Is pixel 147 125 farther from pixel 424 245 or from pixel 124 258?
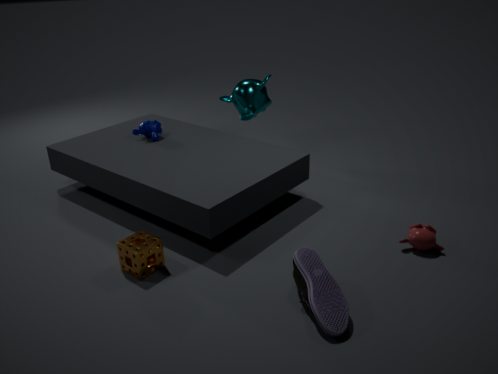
pixel 424 245
